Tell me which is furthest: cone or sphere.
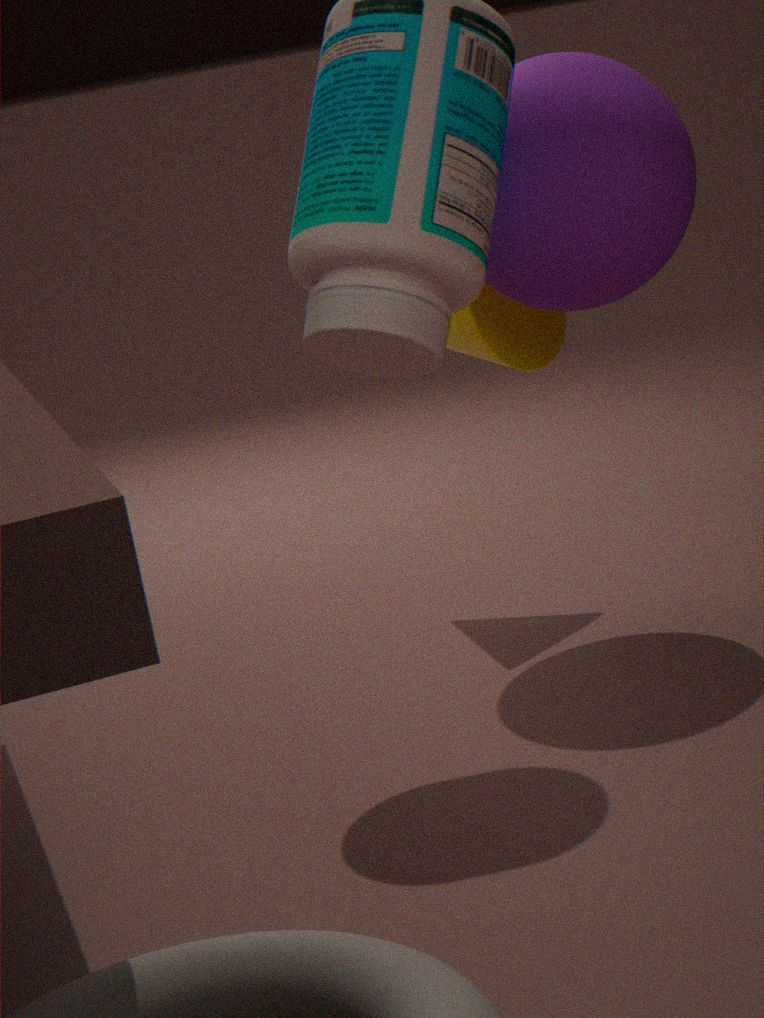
cone
